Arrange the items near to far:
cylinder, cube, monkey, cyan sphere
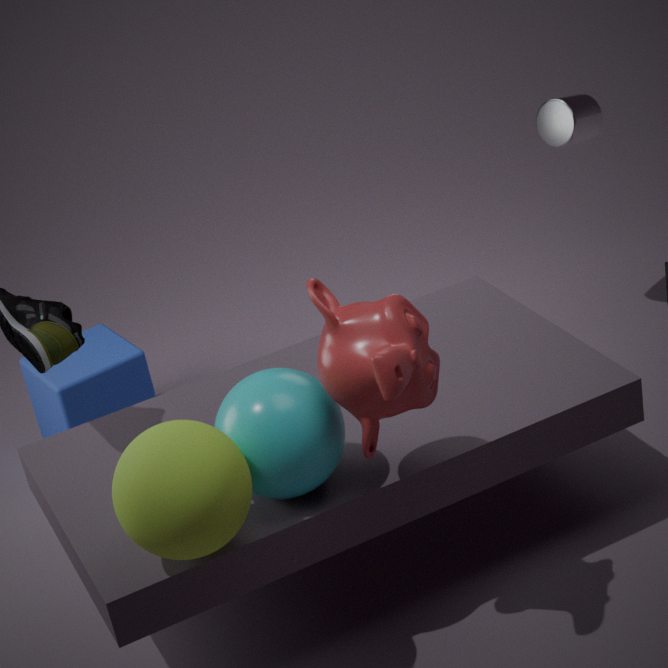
monkey
cyan sphere
cube
cylinder
